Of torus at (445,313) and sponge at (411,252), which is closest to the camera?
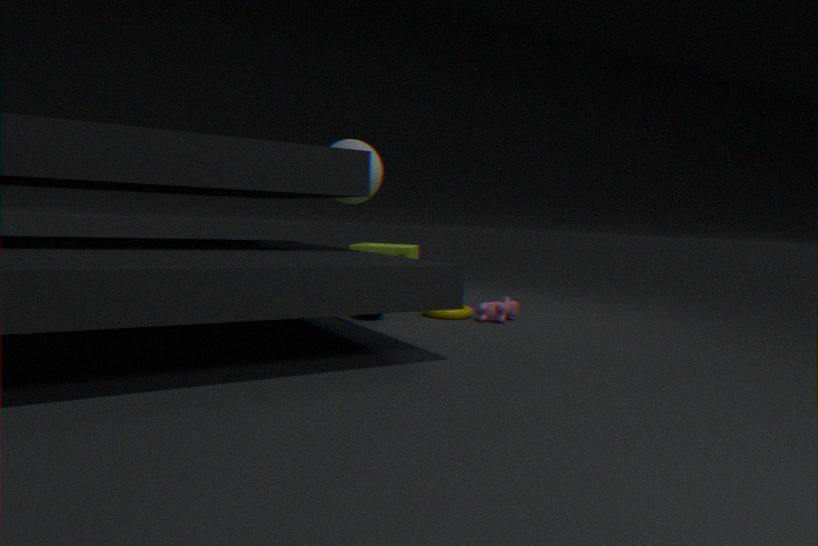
torus at (445,313)
